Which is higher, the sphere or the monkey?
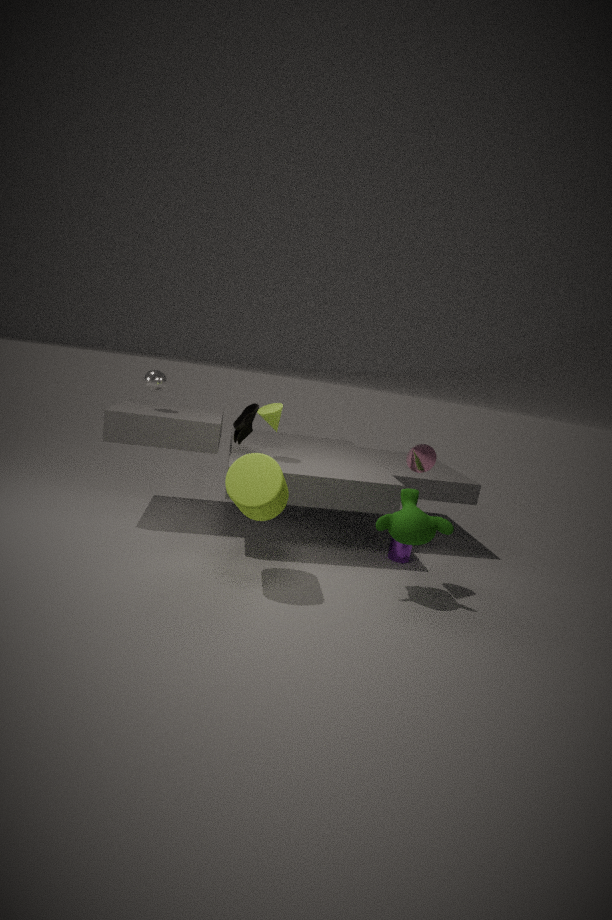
the sphere
